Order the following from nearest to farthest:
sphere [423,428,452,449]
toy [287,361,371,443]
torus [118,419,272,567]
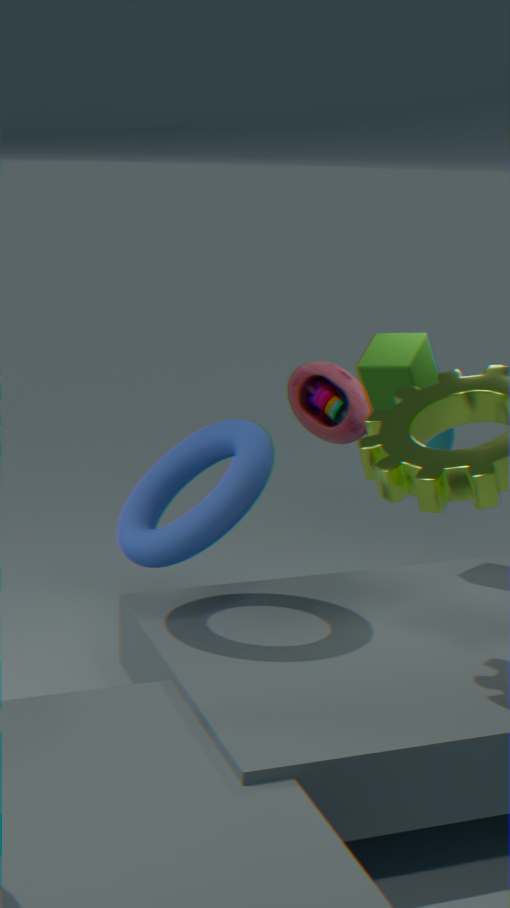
1. torus [118,419,272,567]
2. toy [287,361,371,443]
3. sphere [423,428,452,449]
